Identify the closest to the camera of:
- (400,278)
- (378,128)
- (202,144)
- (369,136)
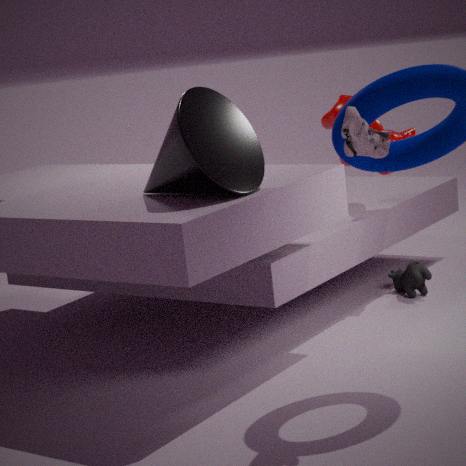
(369,136)
